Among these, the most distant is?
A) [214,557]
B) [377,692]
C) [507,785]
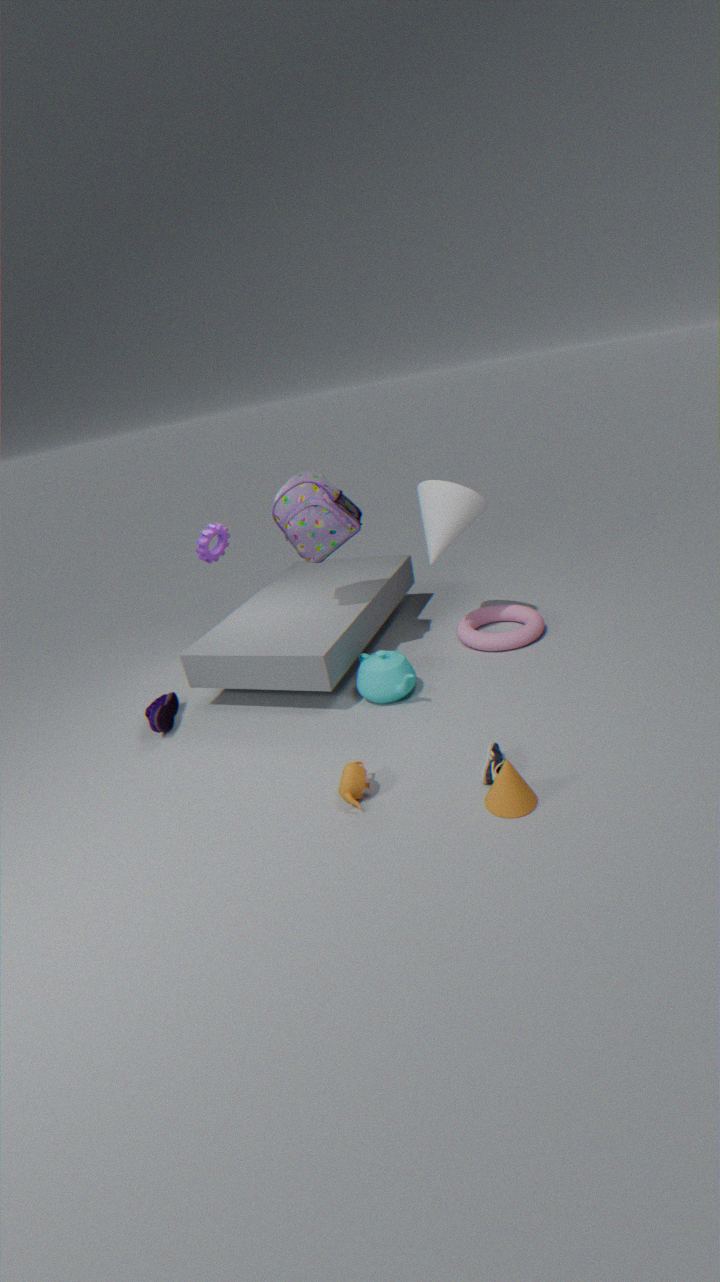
A. [214,557]
